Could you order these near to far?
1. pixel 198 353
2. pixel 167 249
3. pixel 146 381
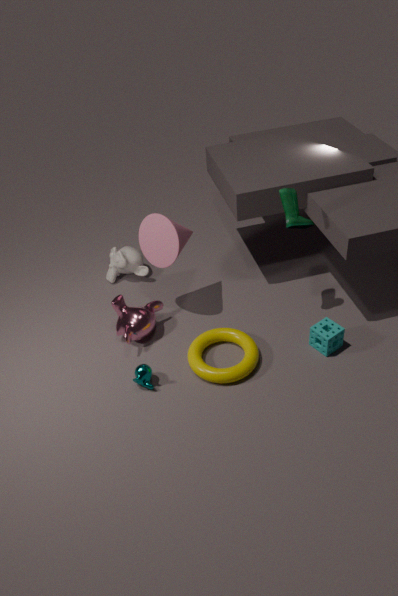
pixel 146 381
pixel 198 353
pixel 167 249
